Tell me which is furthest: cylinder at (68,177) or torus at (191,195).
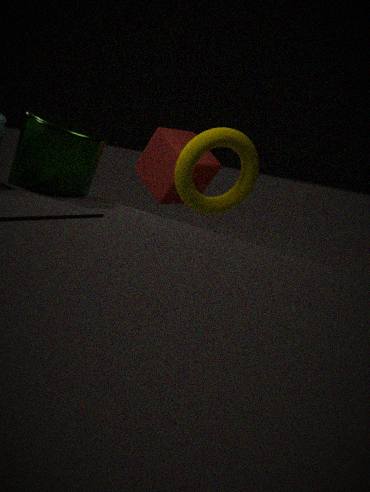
torus at (191,195)
